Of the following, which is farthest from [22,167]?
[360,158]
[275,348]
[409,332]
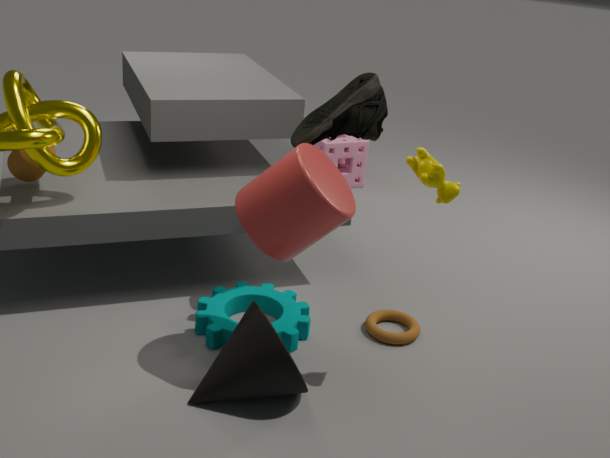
[360,158]
